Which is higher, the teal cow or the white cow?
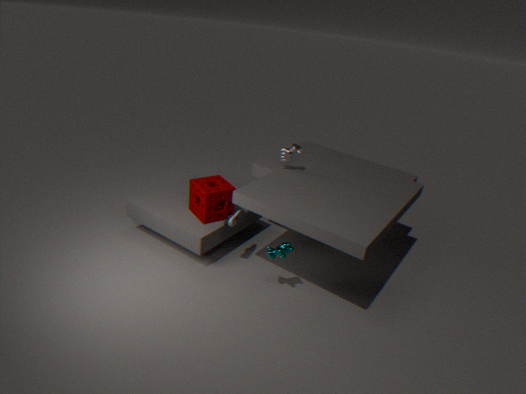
the white cow
